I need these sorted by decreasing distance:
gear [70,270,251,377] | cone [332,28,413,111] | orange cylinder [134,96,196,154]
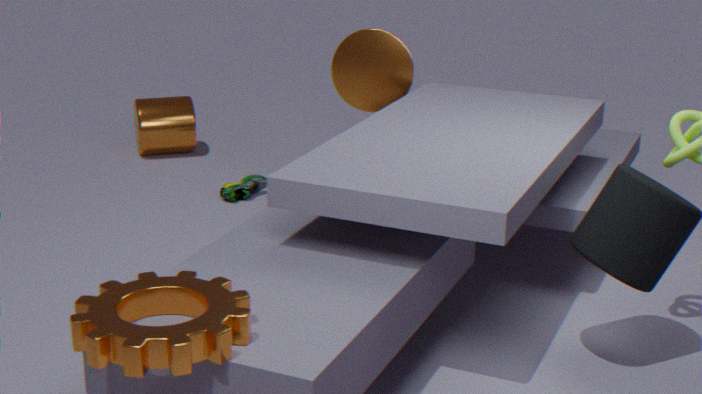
orange cylinder [134,96,196,154], cone [332,28,413,111], gear [70,270,251,377]
